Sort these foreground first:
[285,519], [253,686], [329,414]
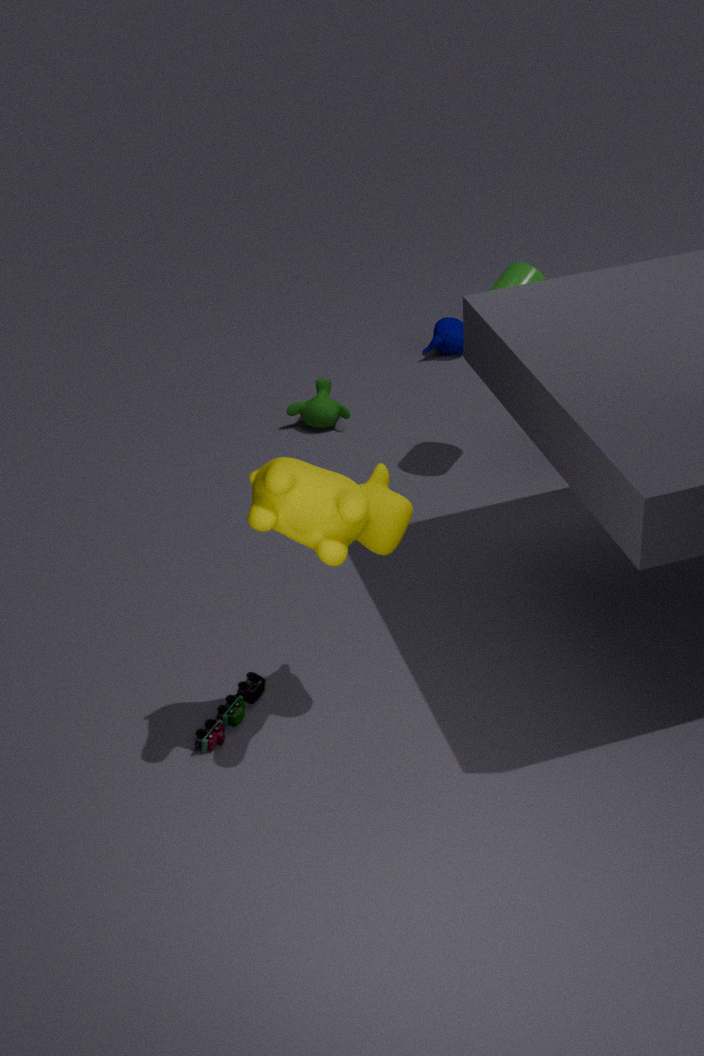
[285,519] < [253,686] < [329,414]
